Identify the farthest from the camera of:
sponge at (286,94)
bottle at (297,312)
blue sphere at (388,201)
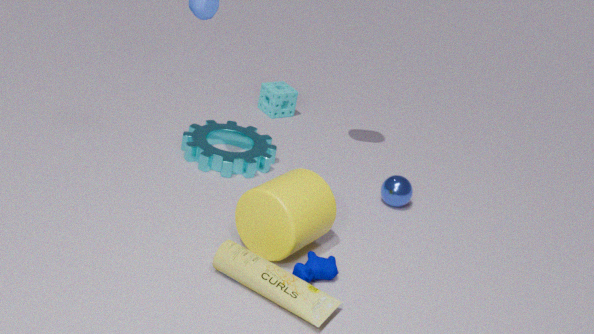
sponge at (286,94)
